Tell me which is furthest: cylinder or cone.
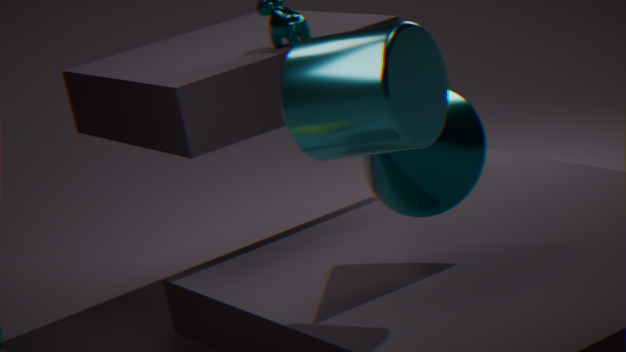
cone
